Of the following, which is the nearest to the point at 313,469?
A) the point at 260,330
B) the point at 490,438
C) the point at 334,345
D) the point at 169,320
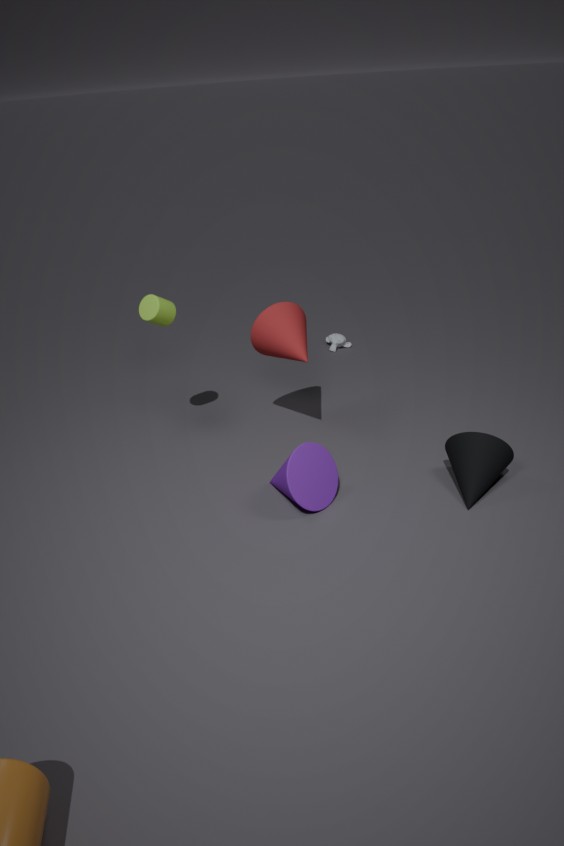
the point at 260,330
